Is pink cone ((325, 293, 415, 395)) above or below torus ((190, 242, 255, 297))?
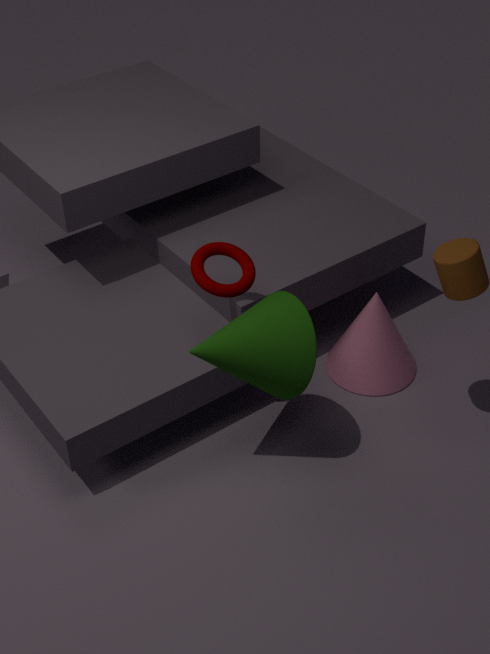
below
